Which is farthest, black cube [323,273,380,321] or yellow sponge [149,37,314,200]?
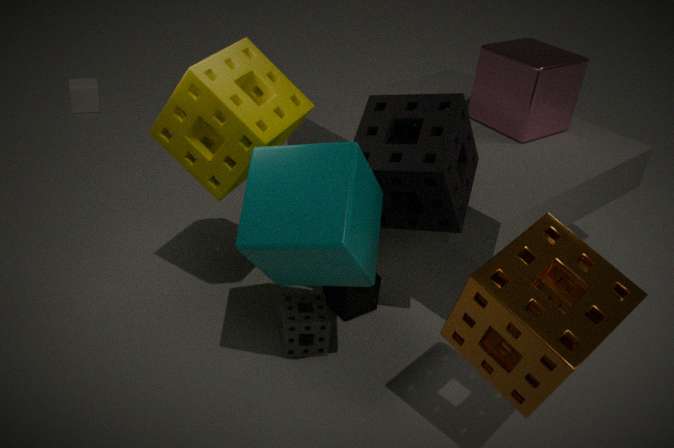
black cube [323,273,380,321]
